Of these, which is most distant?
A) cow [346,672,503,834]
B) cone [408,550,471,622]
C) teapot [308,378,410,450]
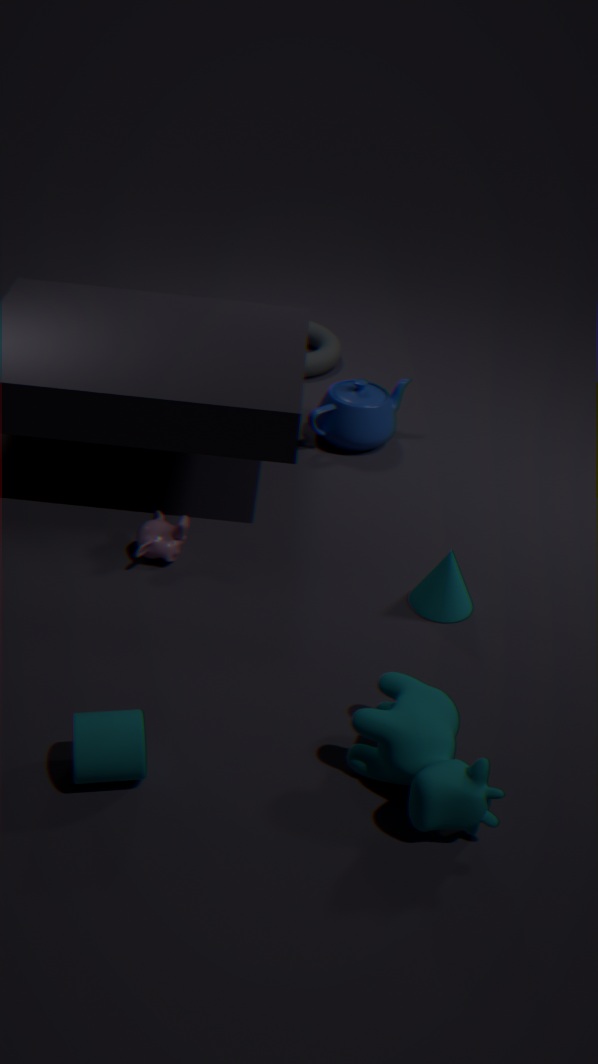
teapot [308,378,410,450]
